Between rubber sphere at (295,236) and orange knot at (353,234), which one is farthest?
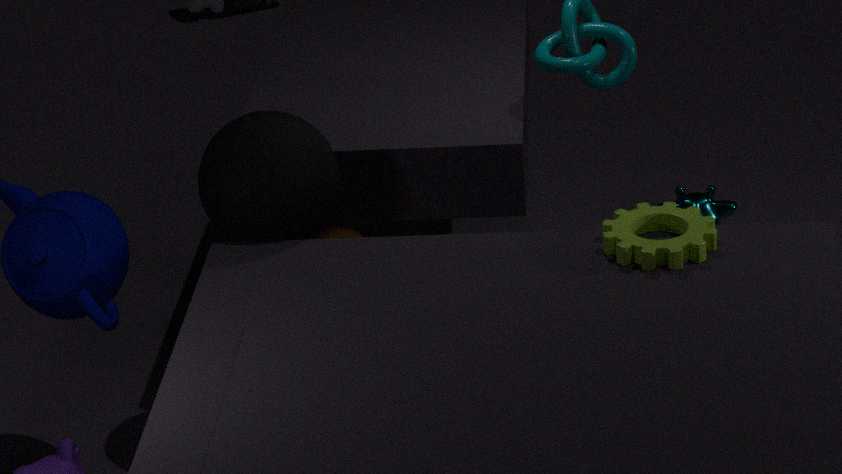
orange knot at (353,234)
